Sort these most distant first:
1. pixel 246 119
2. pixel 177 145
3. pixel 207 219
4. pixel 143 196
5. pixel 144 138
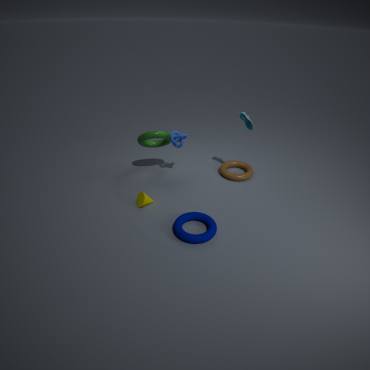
pixel 177 145 → pixel 144 138 → pixel 246 119 → pixel 143 196 → pixel 207 219
